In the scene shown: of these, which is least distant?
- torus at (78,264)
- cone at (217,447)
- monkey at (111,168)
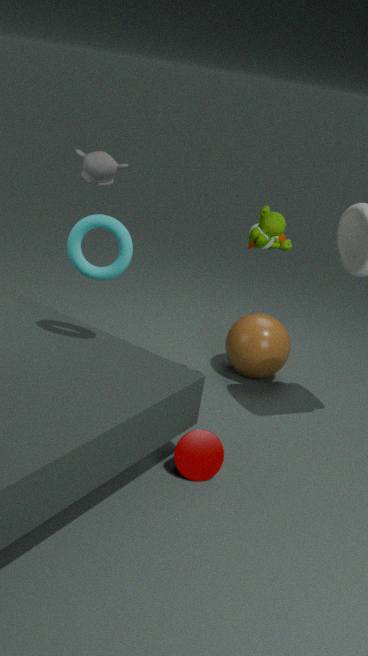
torus at (78,264)
